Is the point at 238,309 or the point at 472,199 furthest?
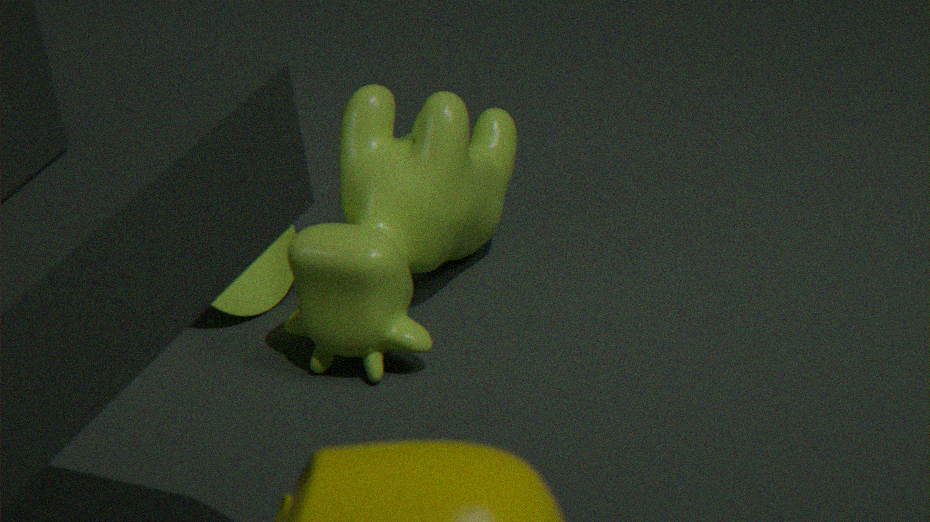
the point at 238,309
